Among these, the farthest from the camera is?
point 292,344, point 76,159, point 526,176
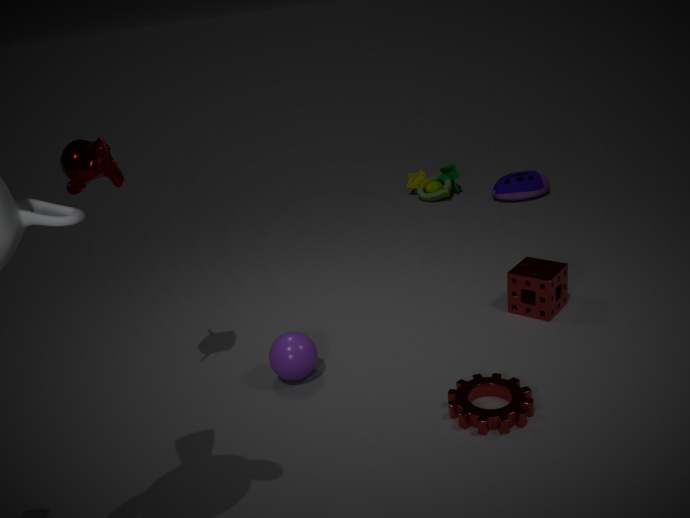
point 526,176
